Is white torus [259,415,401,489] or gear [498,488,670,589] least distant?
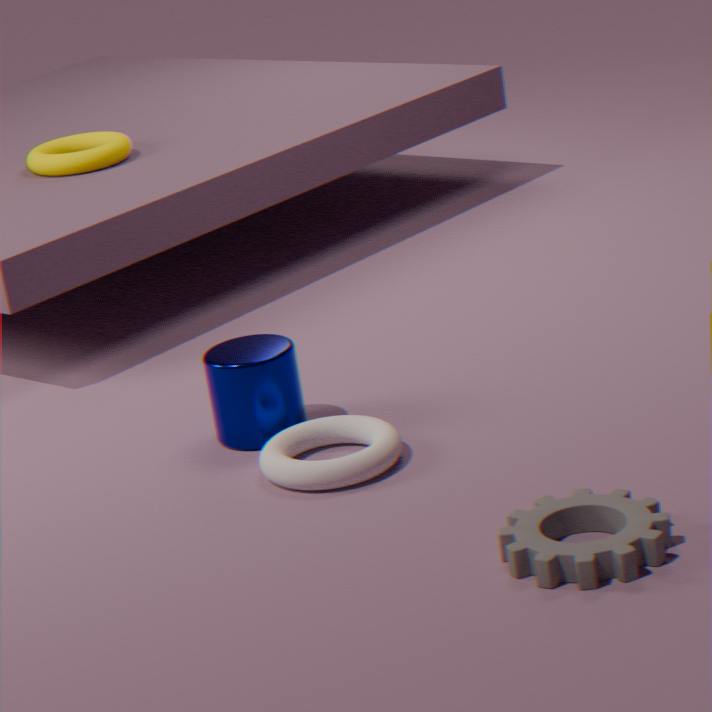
gear [498,488,670,589]
